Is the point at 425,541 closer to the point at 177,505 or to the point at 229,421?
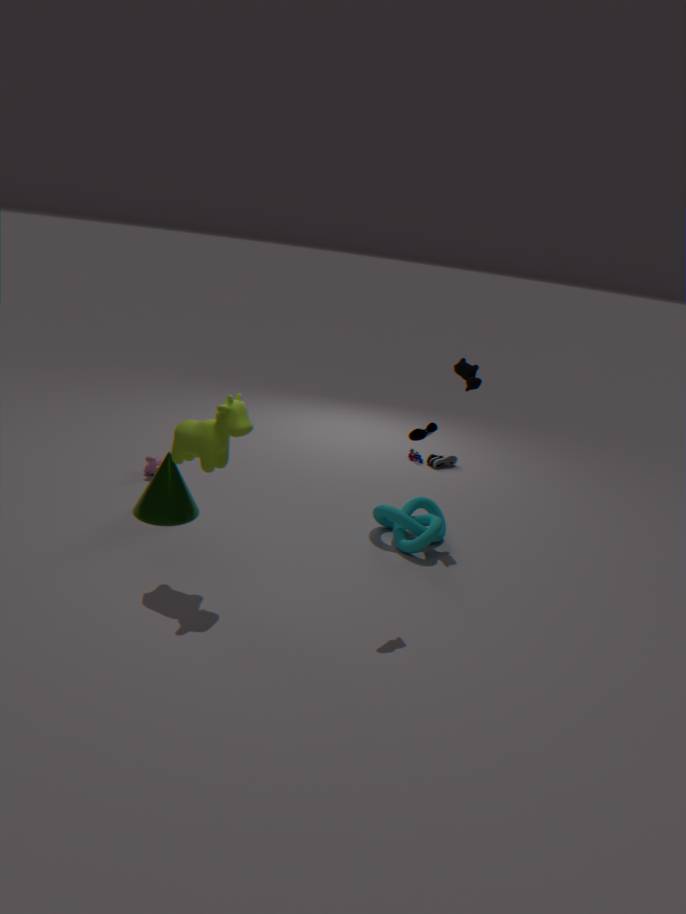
the point at 229,421
